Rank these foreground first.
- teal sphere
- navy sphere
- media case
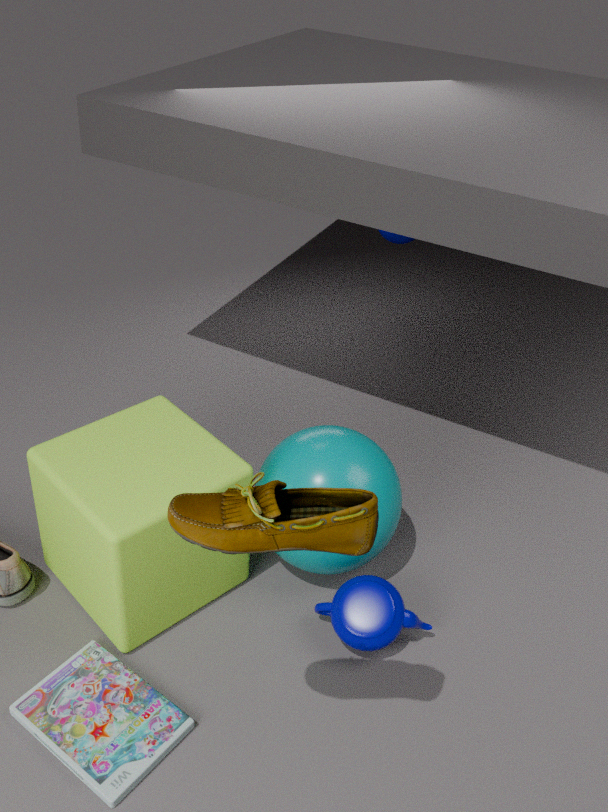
media case, teal sphere, navy sphere
